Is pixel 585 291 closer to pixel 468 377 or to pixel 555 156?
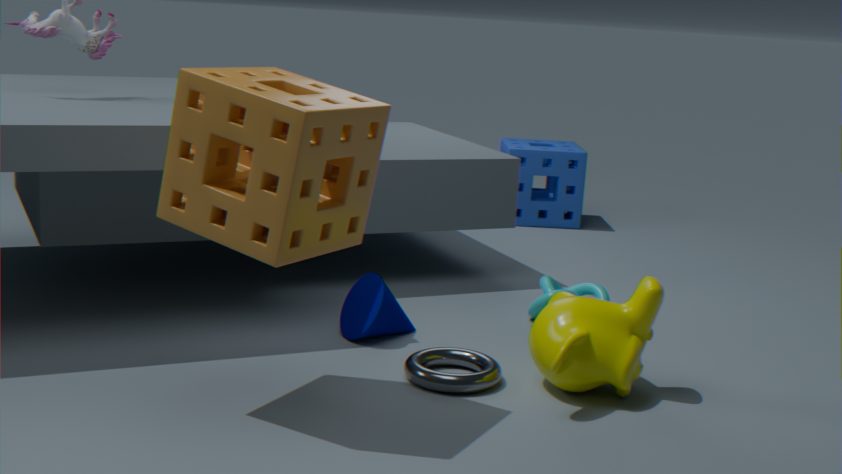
pixel 468 377
